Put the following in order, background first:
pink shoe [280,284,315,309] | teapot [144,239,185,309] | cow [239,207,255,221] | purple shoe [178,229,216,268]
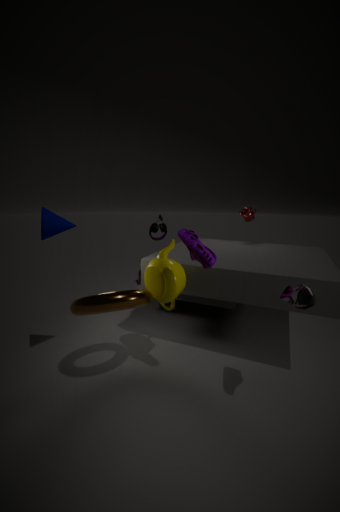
cow [239,207,255,221], teapot [144,239,185,309], purple shoe [178,229,216,268], pink shoe [280,284,315,309]
